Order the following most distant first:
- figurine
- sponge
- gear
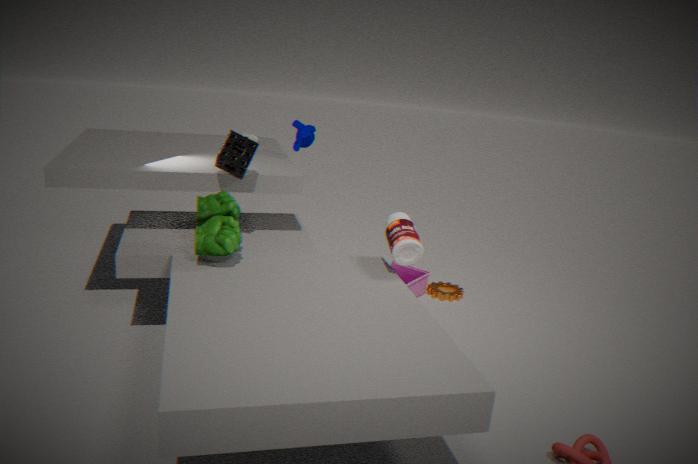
1. gear
2. figurine
3. sponge
